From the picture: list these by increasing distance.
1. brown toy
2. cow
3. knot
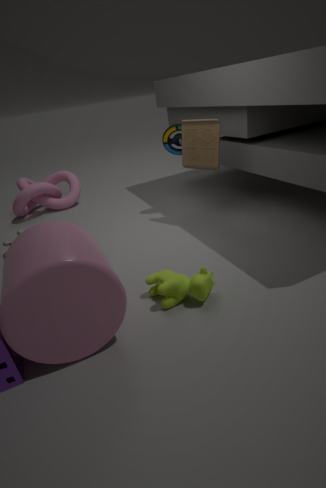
cow
brown toy
knot
